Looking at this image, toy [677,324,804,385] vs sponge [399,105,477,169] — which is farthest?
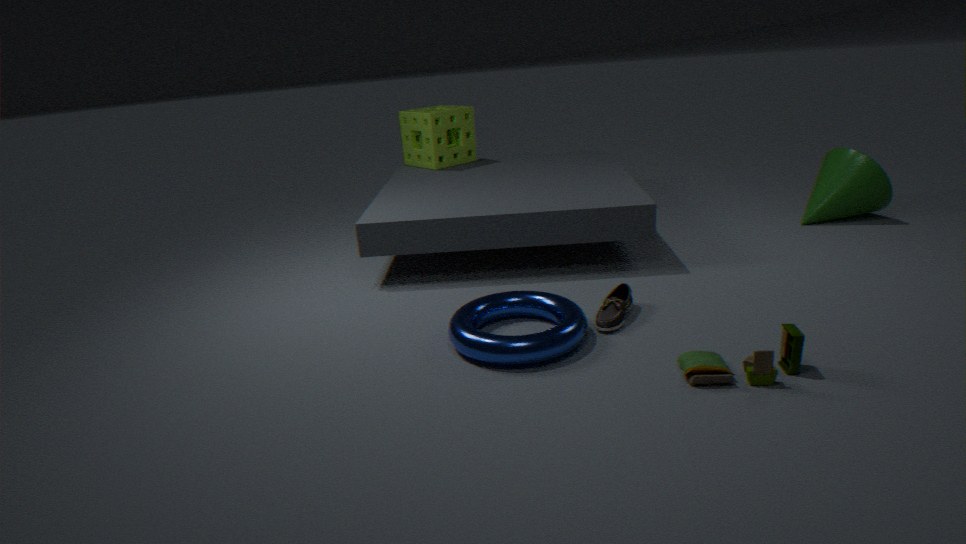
sponge [399,105,477,169]
